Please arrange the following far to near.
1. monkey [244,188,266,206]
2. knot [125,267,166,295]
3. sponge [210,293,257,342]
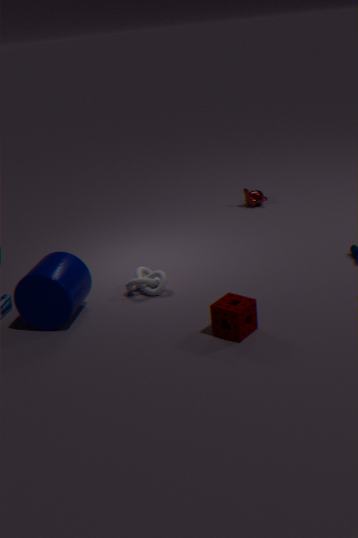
monkey [244,188,266,206] < knot [125,267,166,295] < sponge [210,293,257,342]
